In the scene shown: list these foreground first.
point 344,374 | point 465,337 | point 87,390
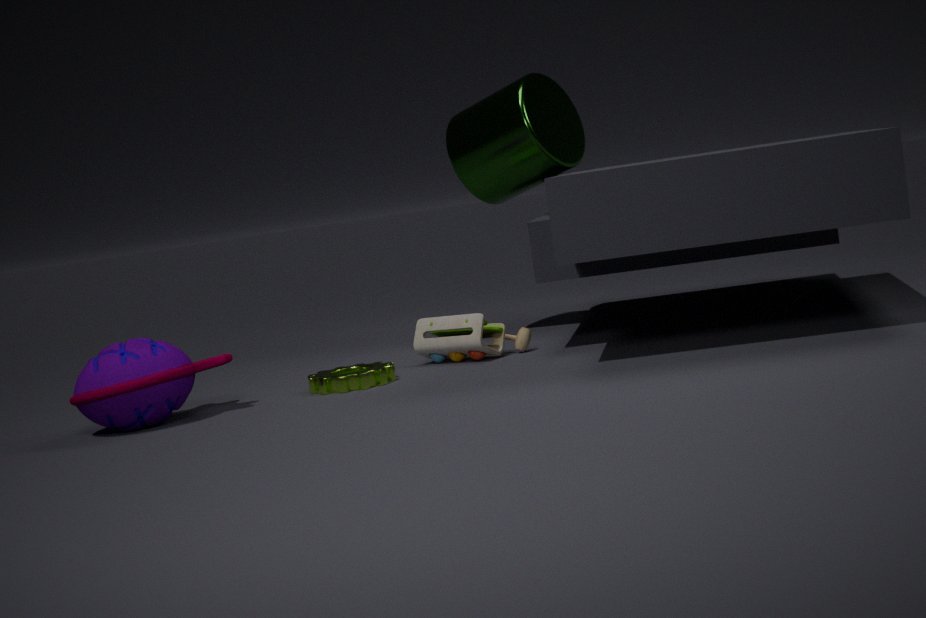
1. point 87,390
2. point 344,374
3. point 465,337
